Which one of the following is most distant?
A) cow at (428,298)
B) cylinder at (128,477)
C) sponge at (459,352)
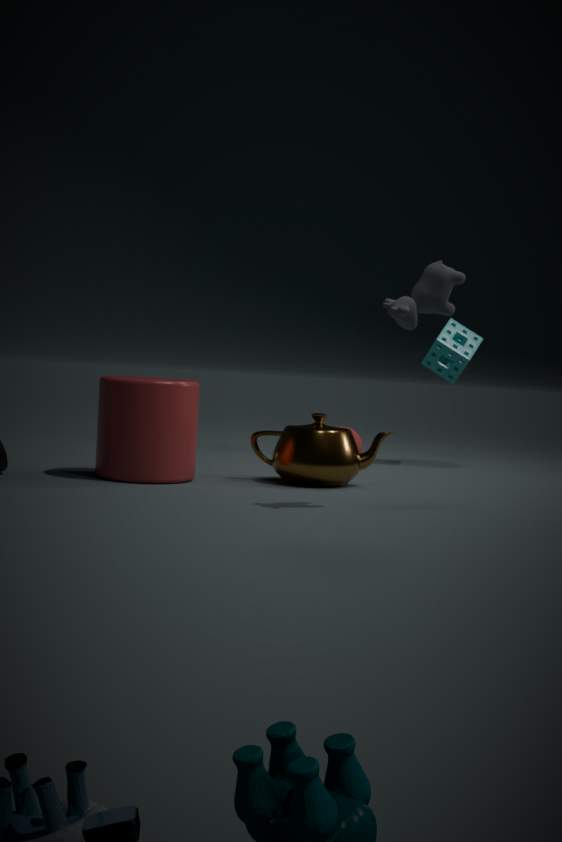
sponge at (459,352)
